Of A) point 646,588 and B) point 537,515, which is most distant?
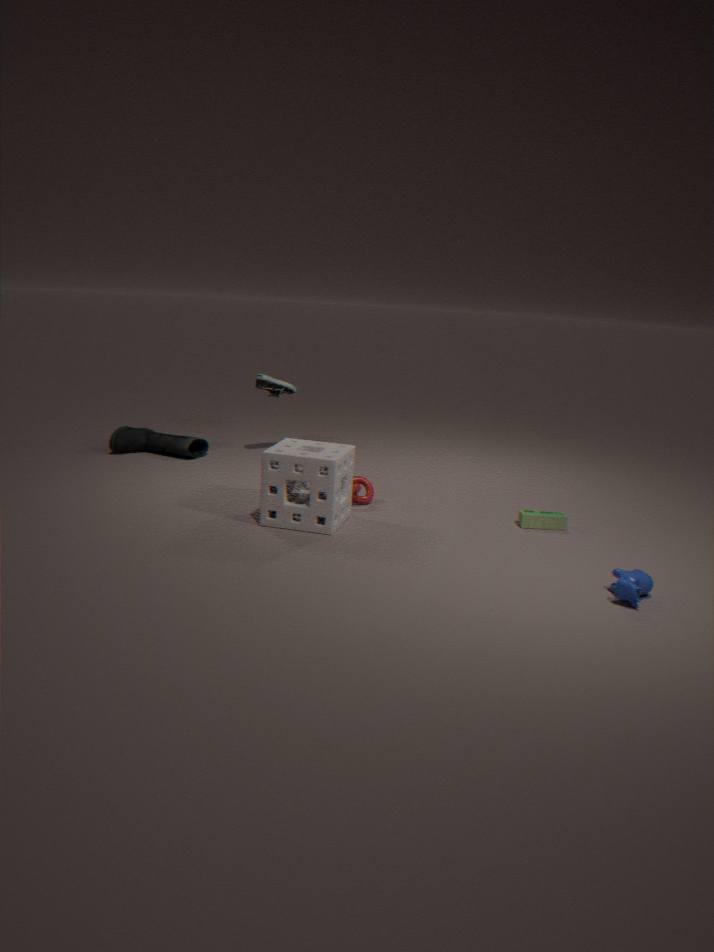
B. point 537,515
